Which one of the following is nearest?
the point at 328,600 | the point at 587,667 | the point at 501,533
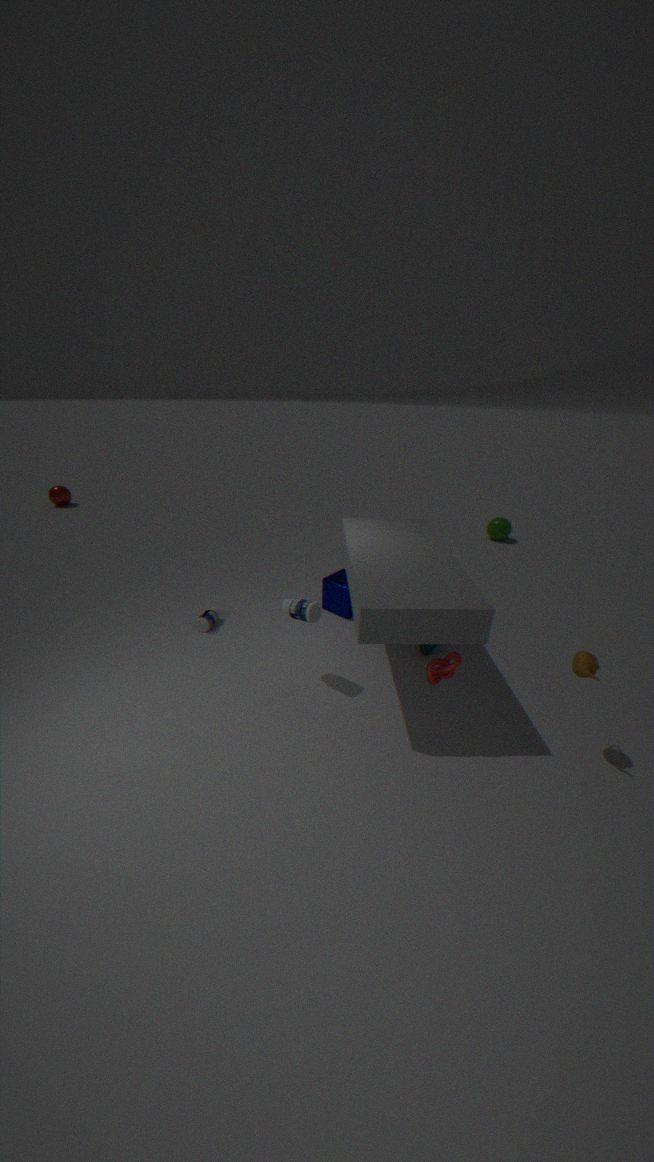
the point at 587,667
